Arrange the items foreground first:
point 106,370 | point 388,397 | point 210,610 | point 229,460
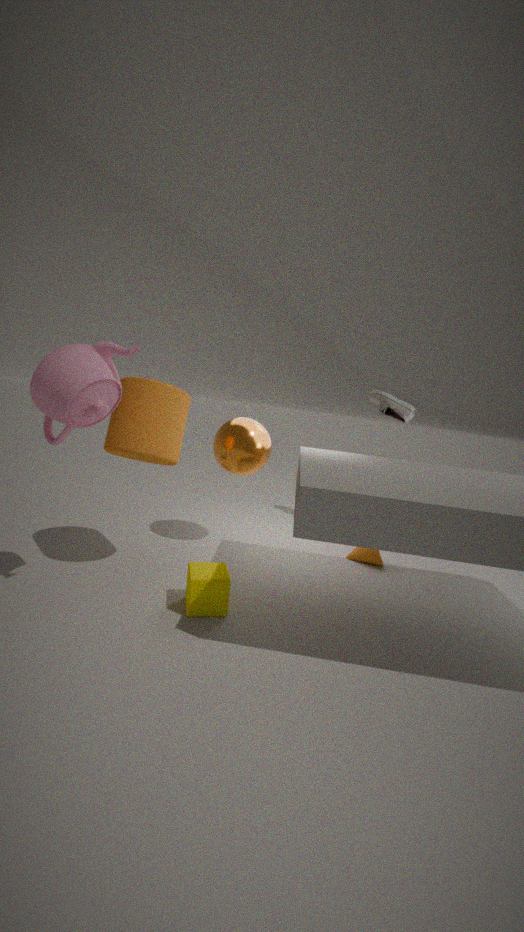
1. point 106,370
2. point 210,610
3. point 229,460
4. point 388,397
